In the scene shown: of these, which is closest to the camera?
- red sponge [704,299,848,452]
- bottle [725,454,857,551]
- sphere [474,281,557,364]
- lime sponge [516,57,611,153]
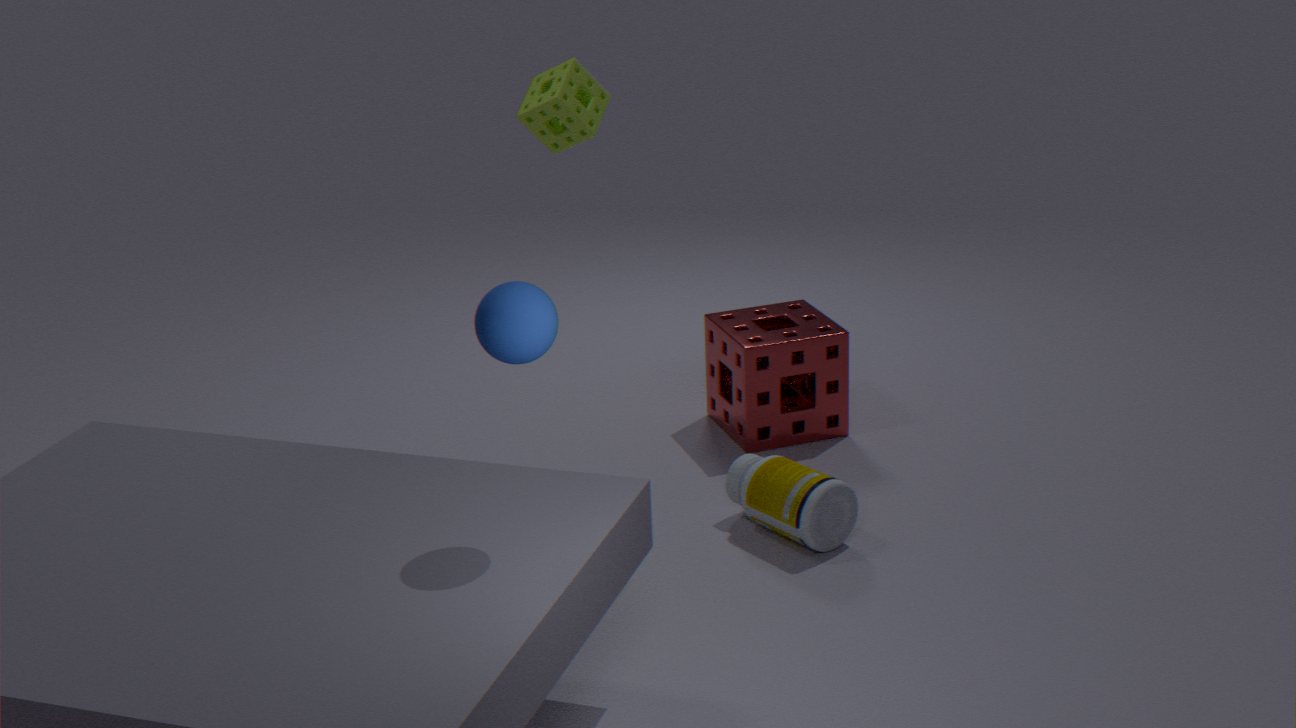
sphere [474,281,557,364]
